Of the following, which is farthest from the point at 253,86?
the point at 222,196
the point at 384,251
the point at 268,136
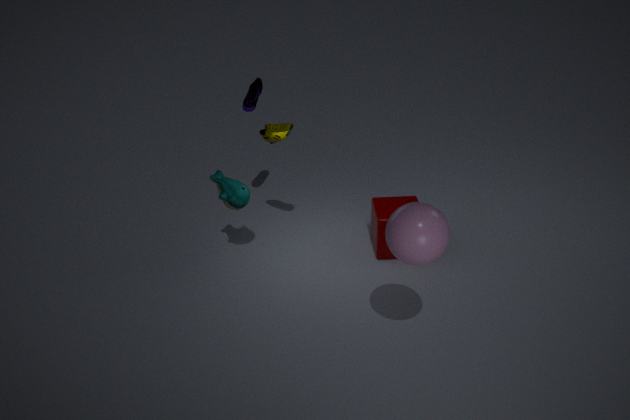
the point at 384,251
